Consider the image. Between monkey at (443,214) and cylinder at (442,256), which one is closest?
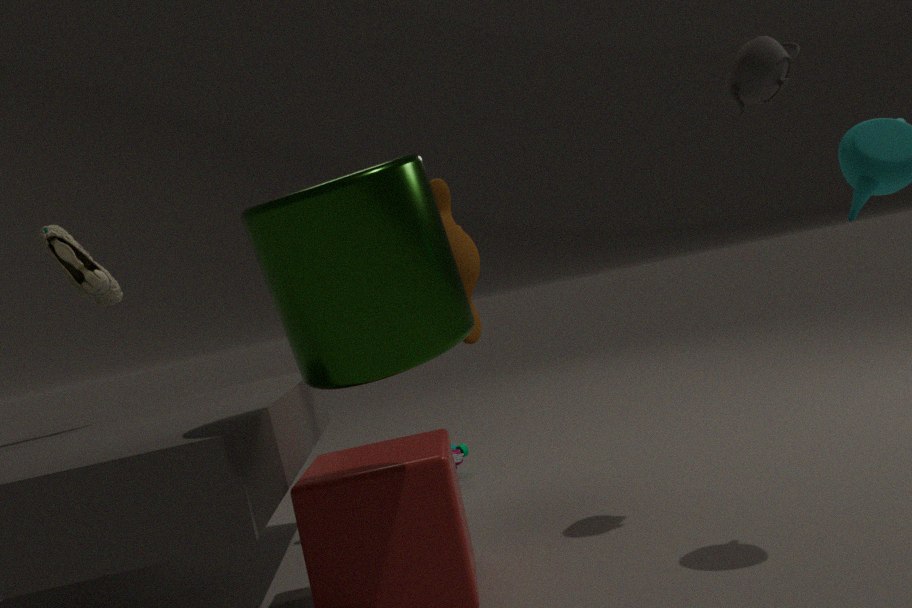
cylinder at (442,256)
